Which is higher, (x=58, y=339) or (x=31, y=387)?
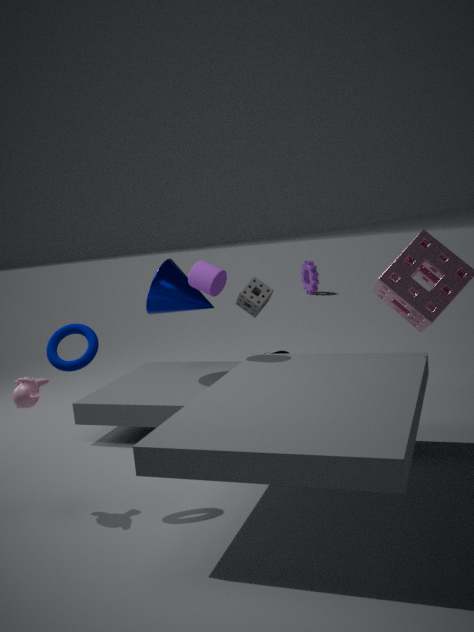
(x=58, y=339)
